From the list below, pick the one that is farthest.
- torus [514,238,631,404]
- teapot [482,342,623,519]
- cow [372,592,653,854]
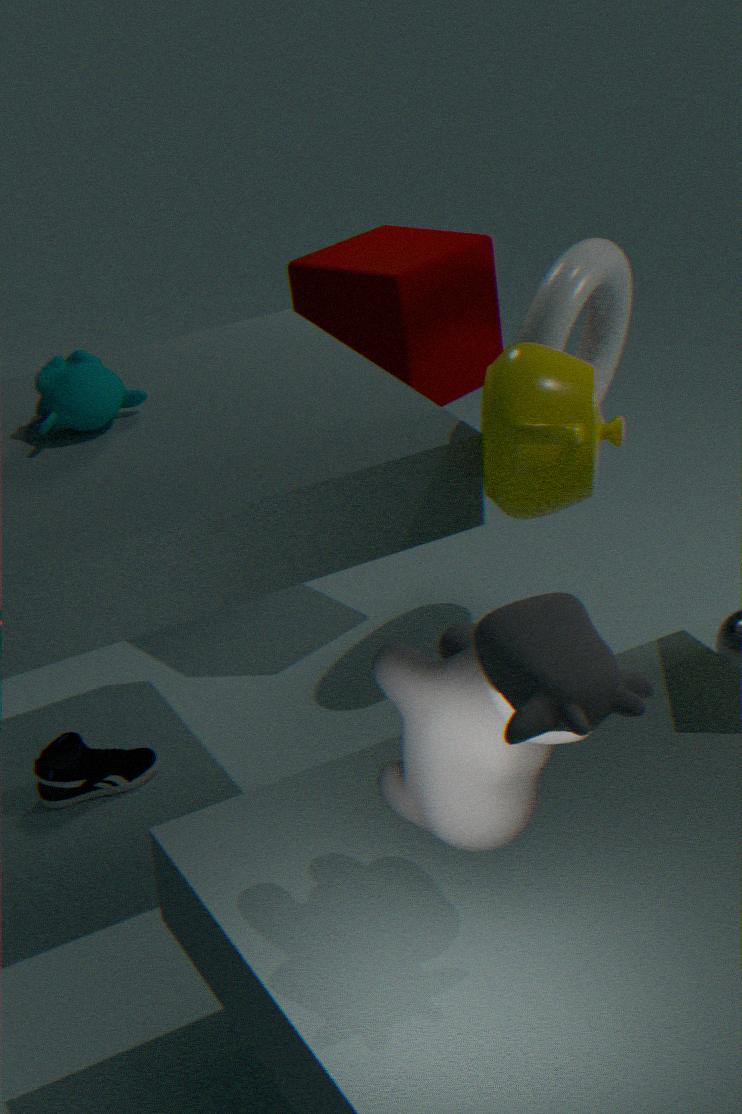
torus [514,238,631,404]
